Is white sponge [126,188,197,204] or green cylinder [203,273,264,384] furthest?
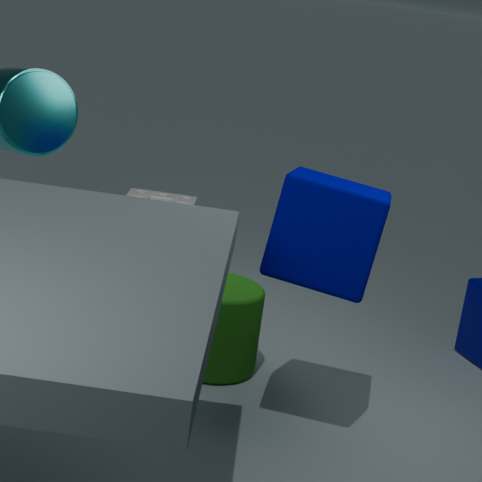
white sponge [126,188,197,204]
